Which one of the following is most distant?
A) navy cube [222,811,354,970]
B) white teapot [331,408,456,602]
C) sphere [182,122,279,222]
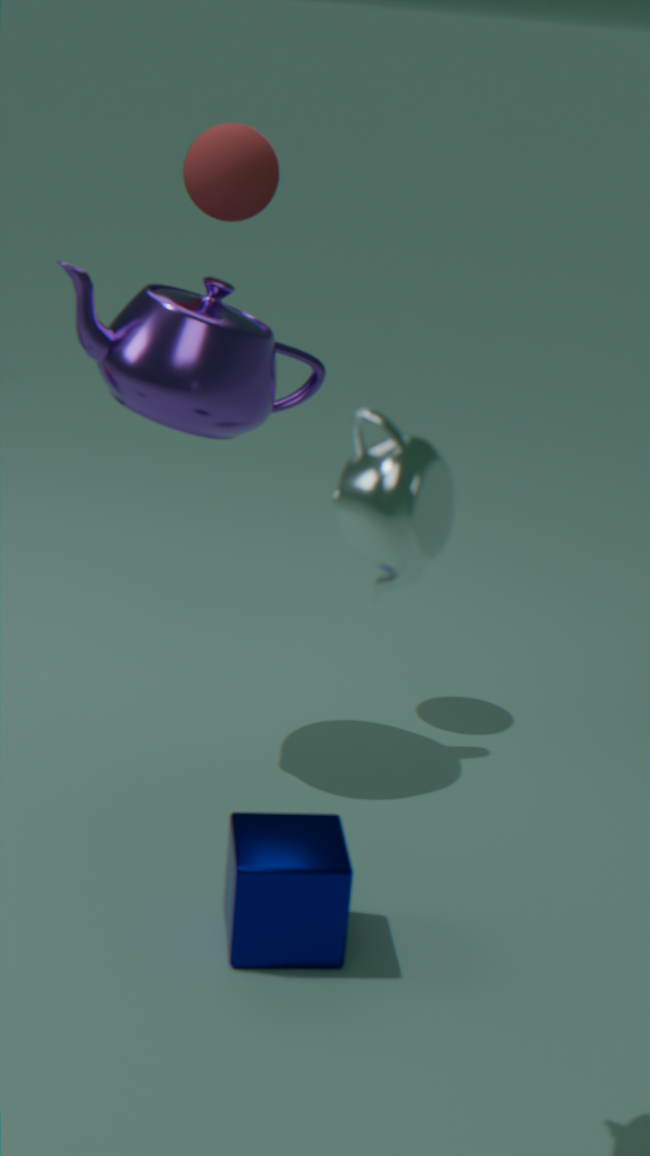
sphere [182,122,279,222]
